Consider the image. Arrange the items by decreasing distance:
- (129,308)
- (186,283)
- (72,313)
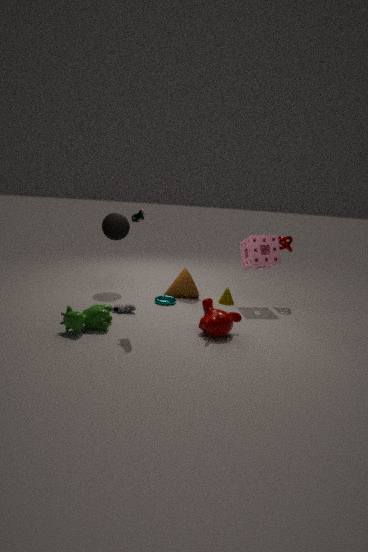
1. (186,283)
2. (129,308)
3. (72,313)
